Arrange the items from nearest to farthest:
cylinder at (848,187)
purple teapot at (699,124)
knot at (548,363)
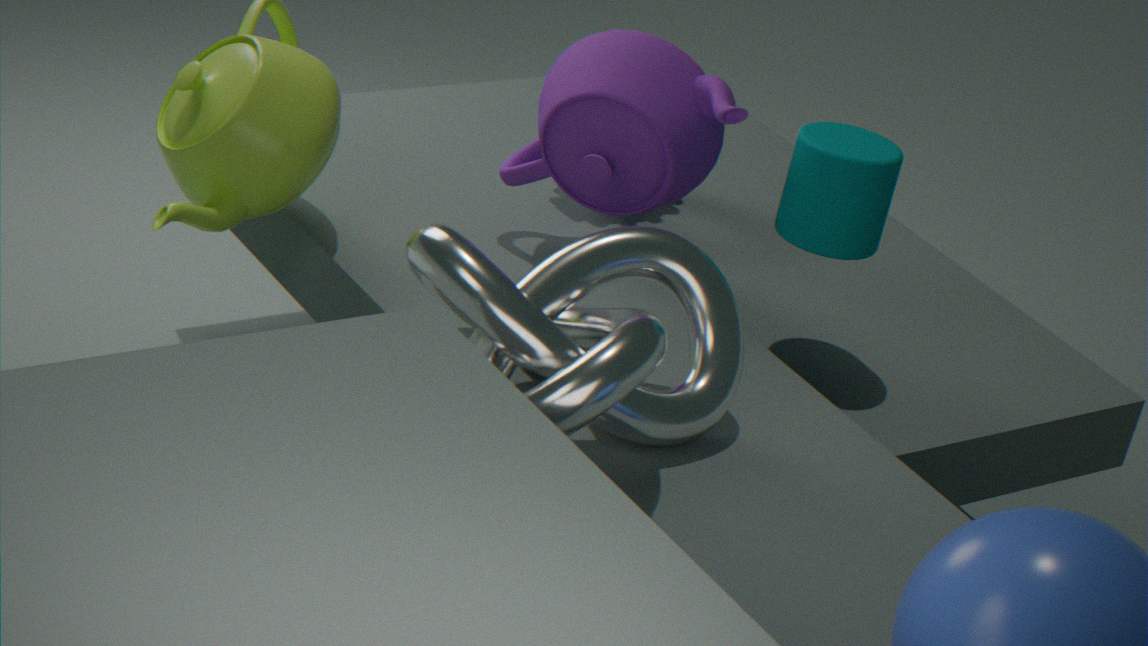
knot at (548,363), cylinder at (848,187), purple teapot at (699,124)
